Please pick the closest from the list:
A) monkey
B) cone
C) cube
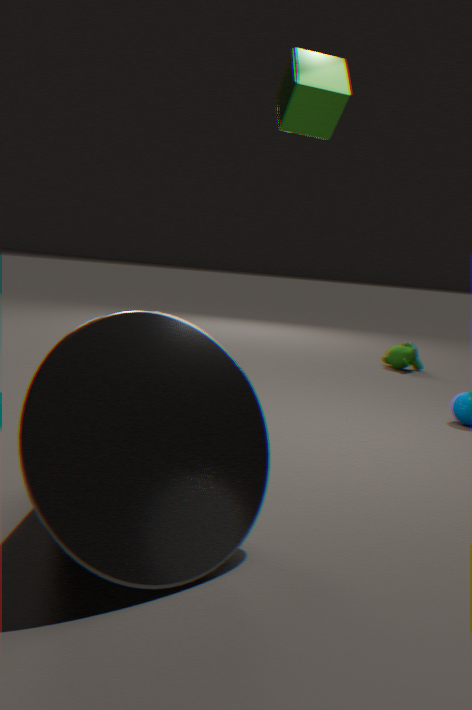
cone
